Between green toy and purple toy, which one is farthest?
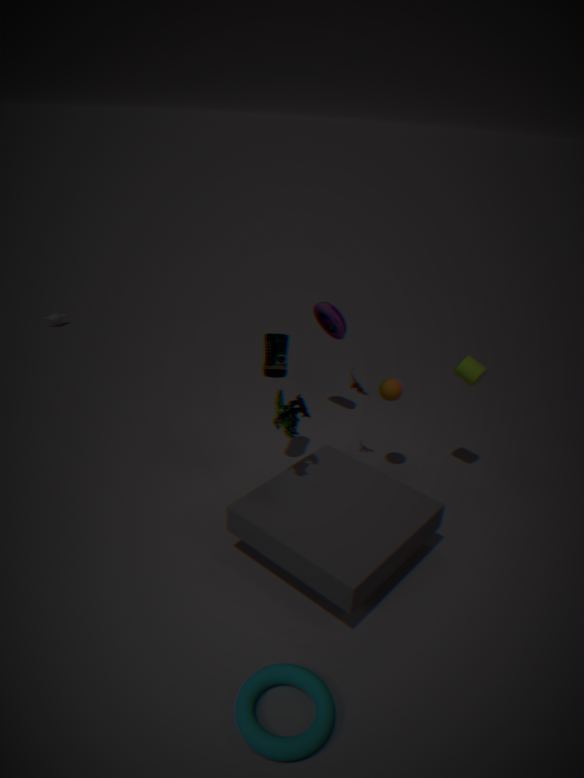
purple toy
